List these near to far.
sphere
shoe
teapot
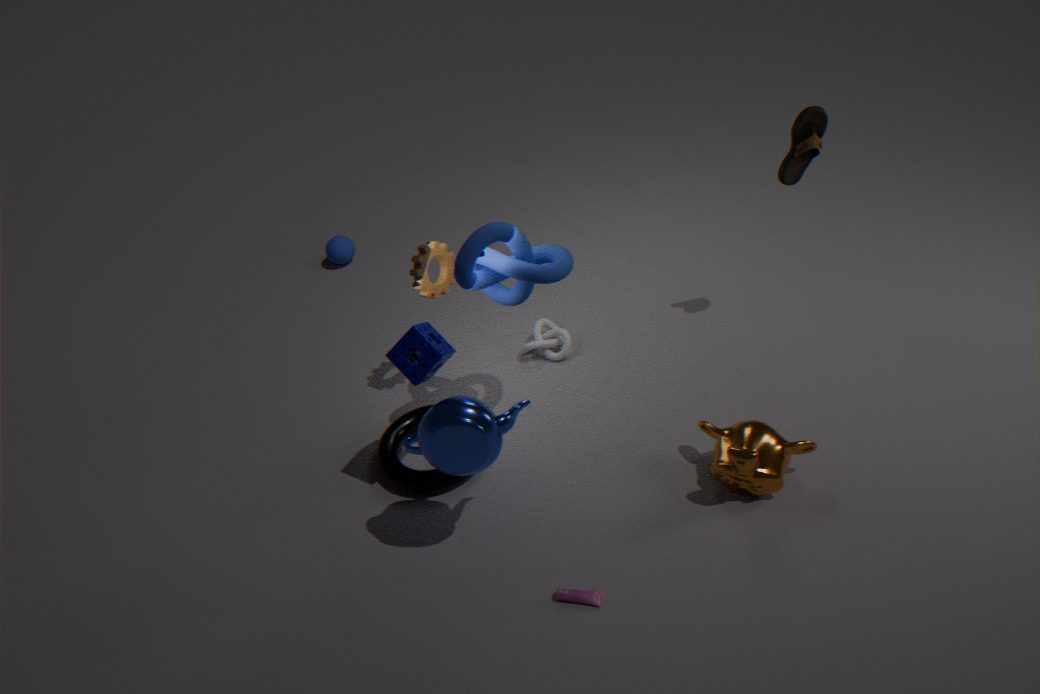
1. teapot
2. shoe
3. sphere
